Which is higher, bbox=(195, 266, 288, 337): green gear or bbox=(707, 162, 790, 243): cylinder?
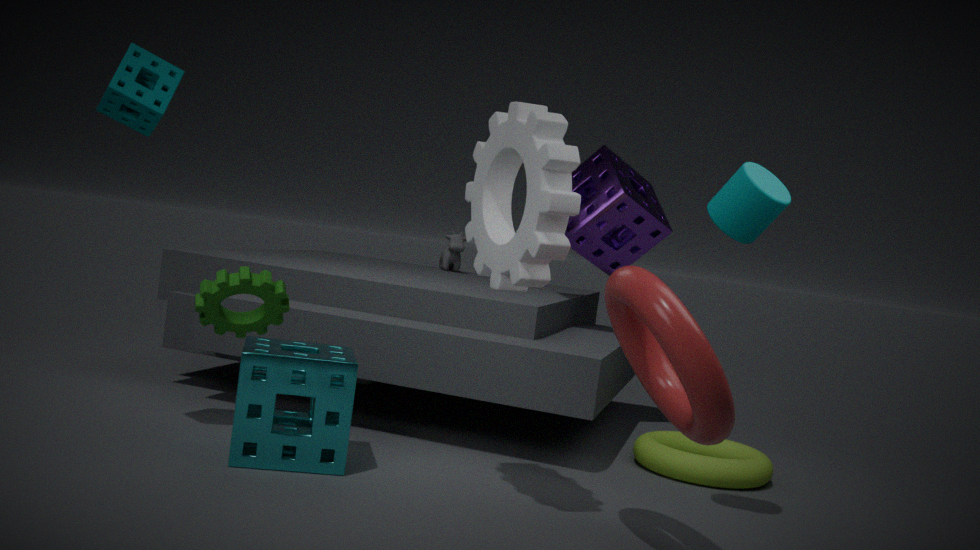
bbox=(707, 162, 790, 243): cylinder
